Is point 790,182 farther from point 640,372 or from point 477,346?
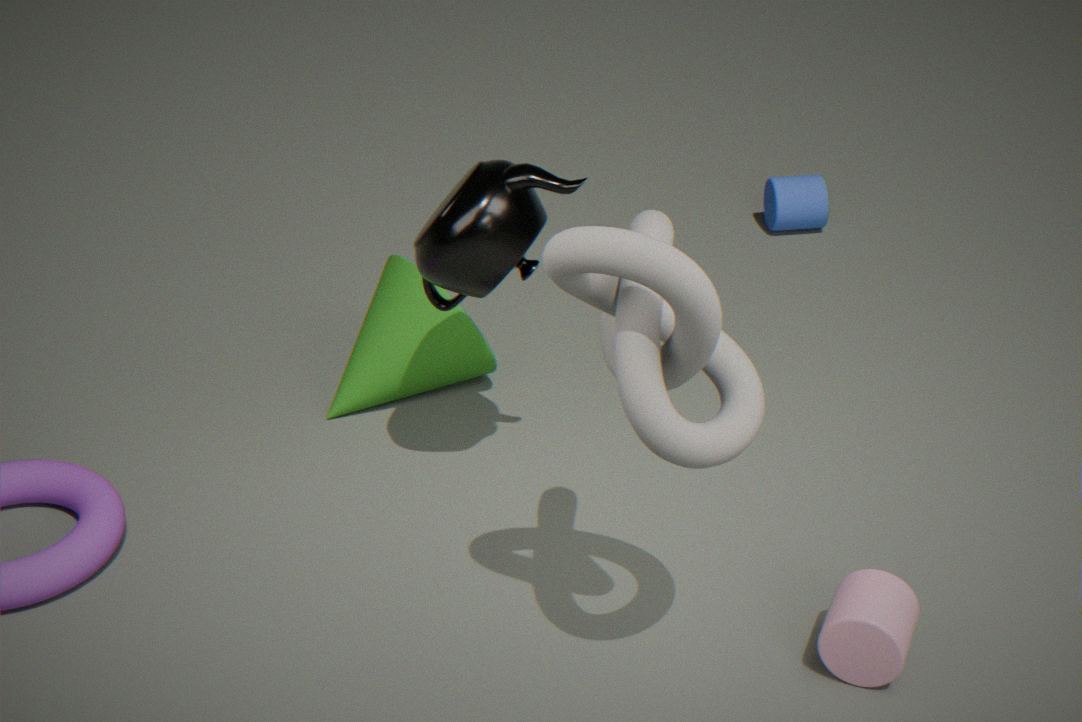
point 640,372
